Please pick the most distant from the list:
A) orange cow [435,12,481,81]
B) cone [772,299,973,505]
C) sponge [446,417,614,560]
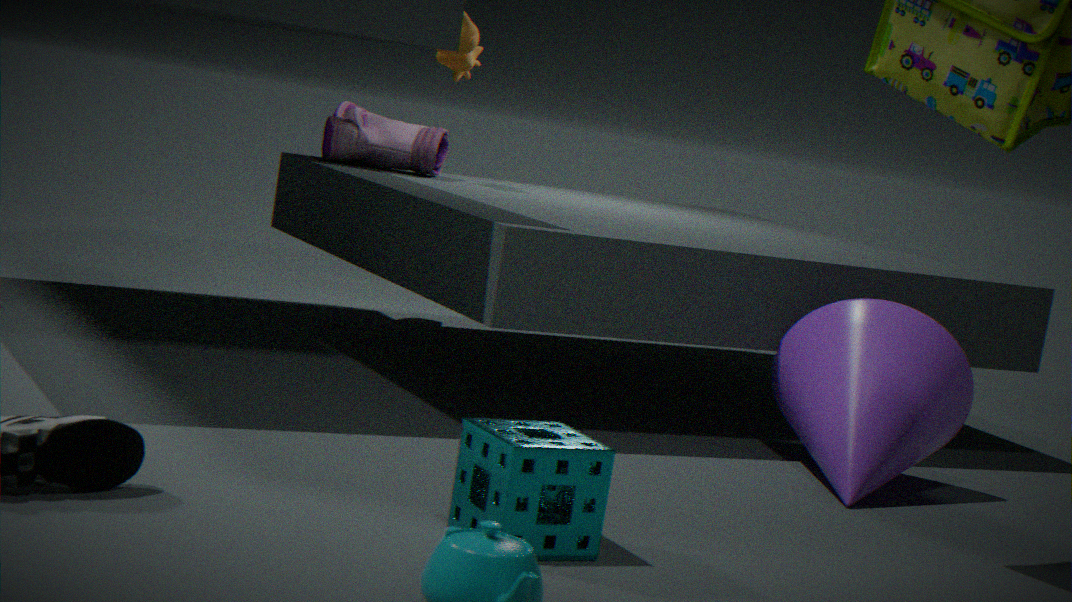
orange cow [435,12,481,81]
